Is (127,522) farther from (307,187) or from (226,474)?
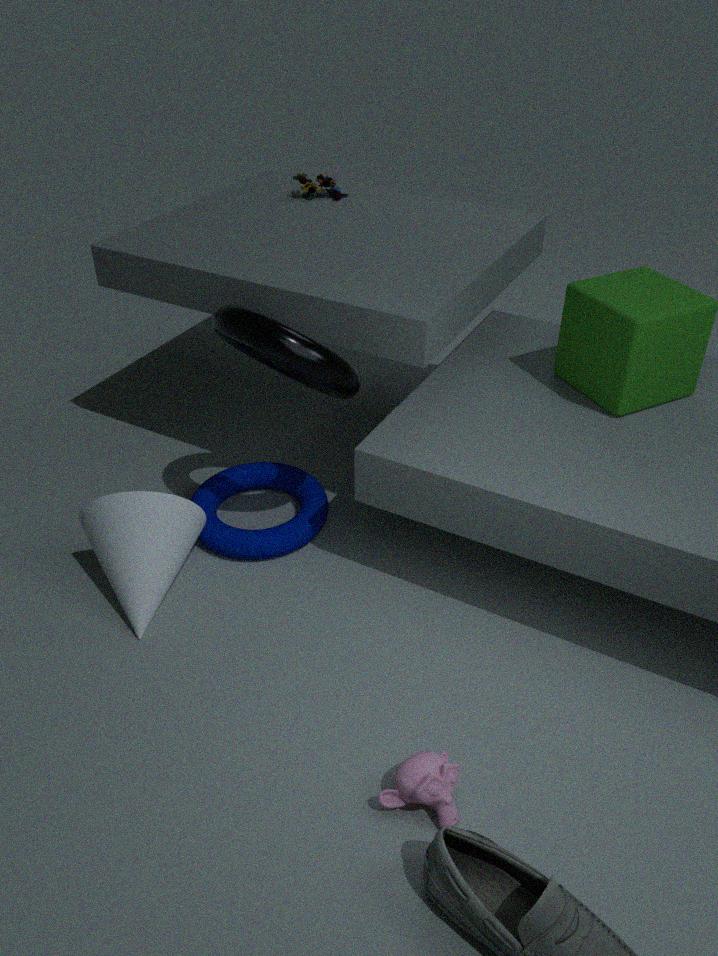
(307,187)
